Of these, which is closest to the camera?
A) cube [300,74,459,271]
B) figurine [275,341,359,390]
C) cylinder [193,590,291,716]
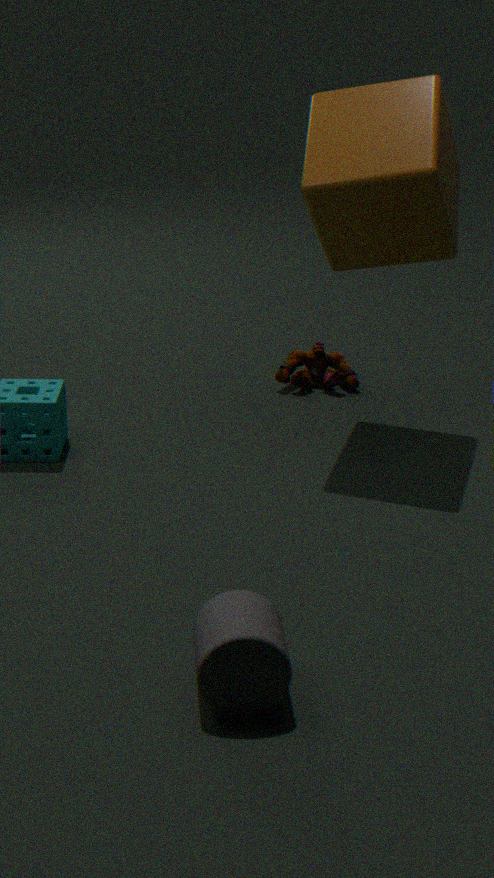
cylinder [193,590,291,716]
